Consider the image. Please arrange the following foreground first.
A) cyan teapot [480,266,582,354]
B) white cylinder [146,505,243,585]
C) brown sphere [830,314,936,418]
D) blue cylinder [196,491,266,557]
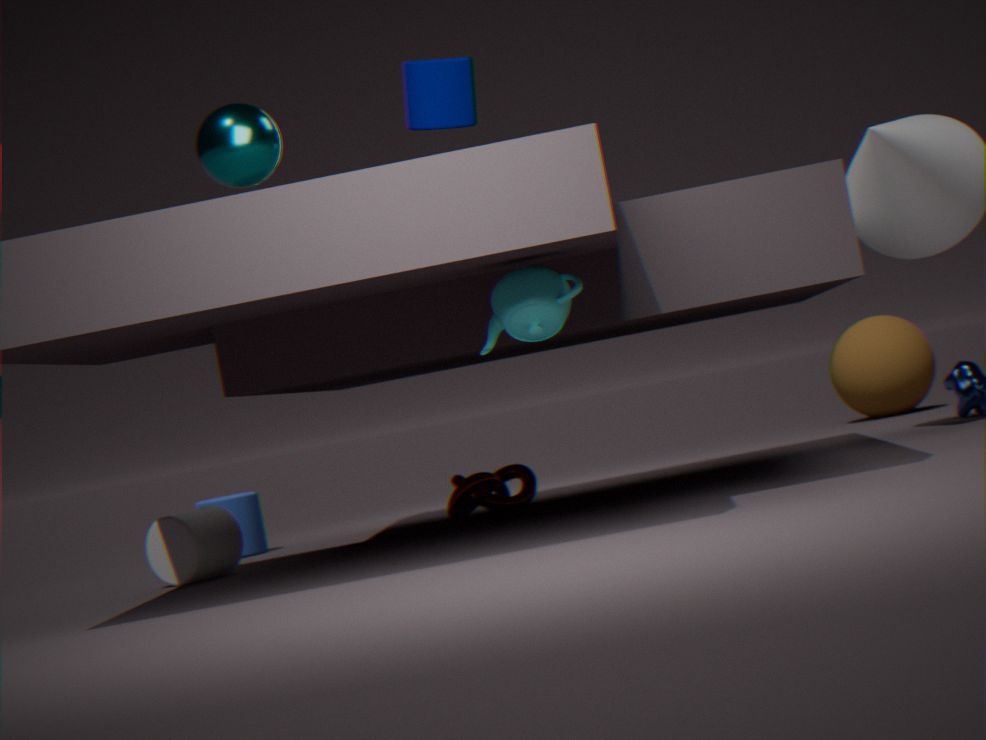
cyan teapot [480,266,582,354]
white cylinder [146,505,243,585]
blue cylinder [196,491,266,557]
brown sphere [830,314,936,418]
